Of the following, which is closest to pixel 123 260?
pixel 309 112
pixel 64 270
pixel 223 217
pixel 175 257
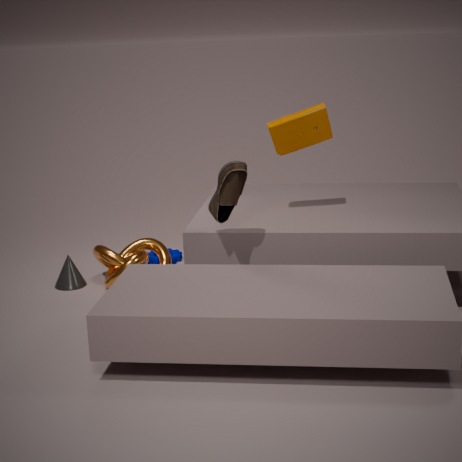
pixel 64 270
